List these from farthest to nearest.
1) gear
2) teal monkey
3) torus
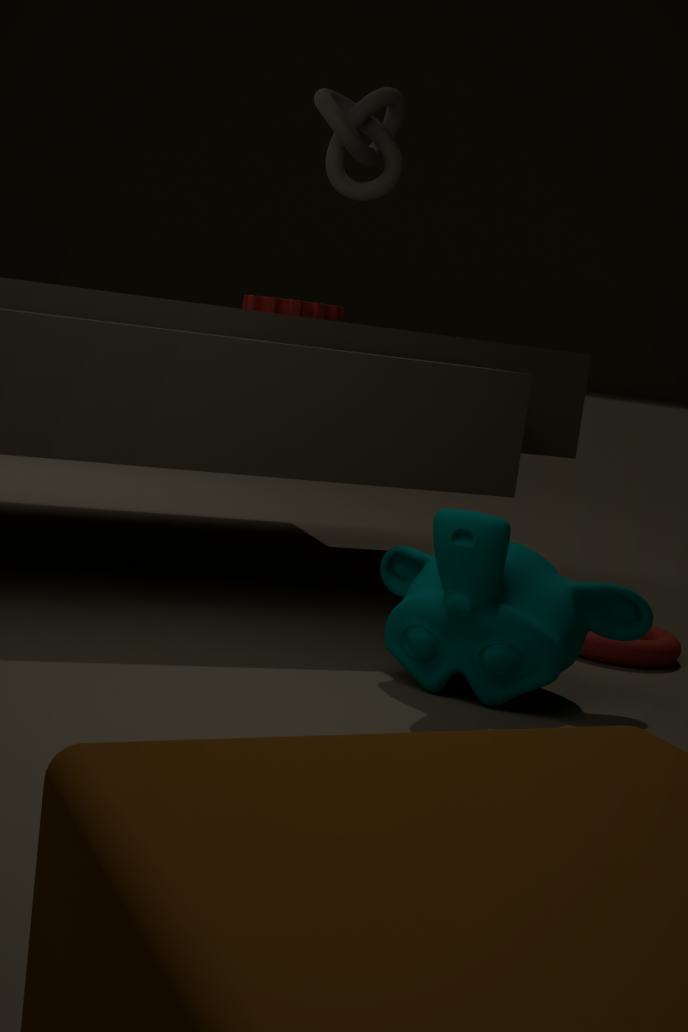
1. gear, 3. torus, 2. teal monkey
